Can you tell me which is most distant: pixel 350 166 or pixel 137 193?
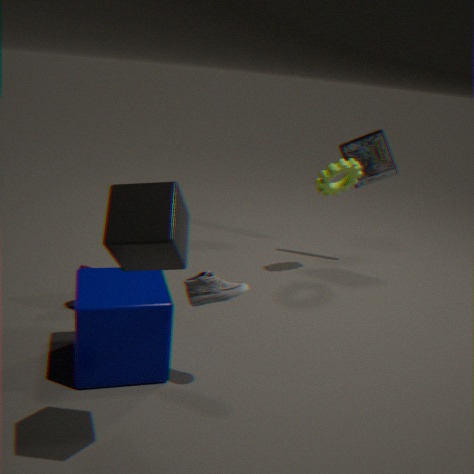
pixel 350 166
